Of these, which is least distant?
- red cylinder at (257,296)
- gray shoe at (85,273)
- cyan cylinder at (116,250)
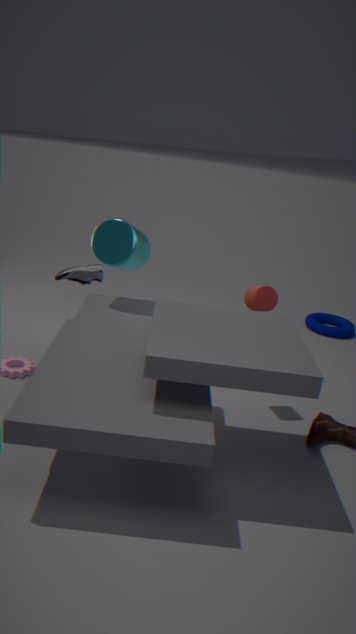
red cylinder at (257,296)
